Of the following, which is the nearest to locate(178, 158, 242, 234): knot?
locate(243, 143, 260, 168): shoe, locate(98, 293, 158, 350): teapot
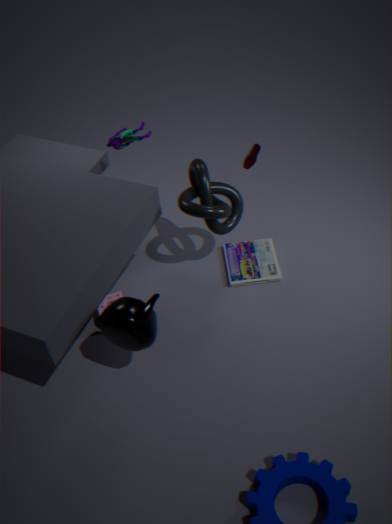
locate(243, 143, 260, 168): shoe
